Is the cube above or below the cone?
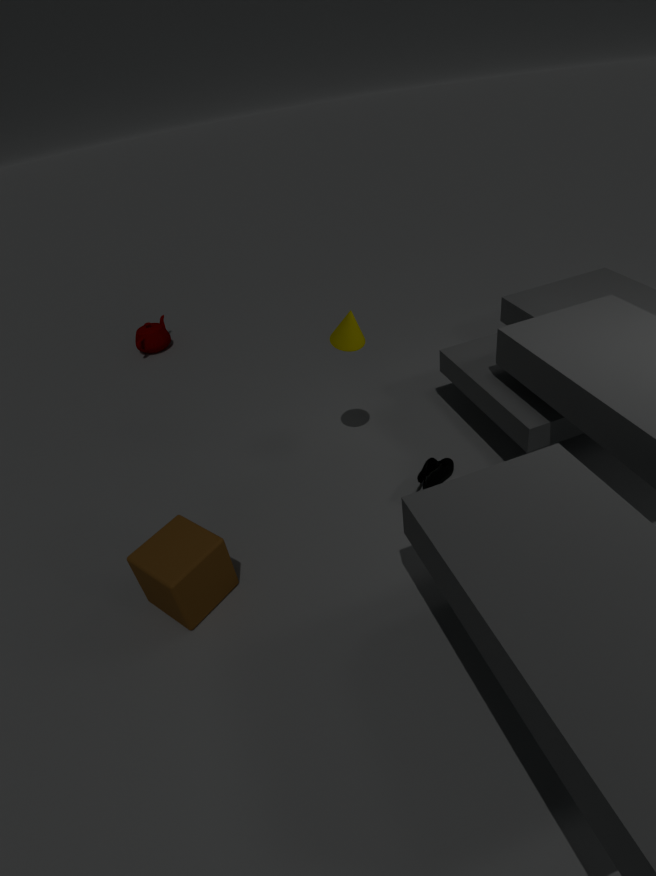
below
